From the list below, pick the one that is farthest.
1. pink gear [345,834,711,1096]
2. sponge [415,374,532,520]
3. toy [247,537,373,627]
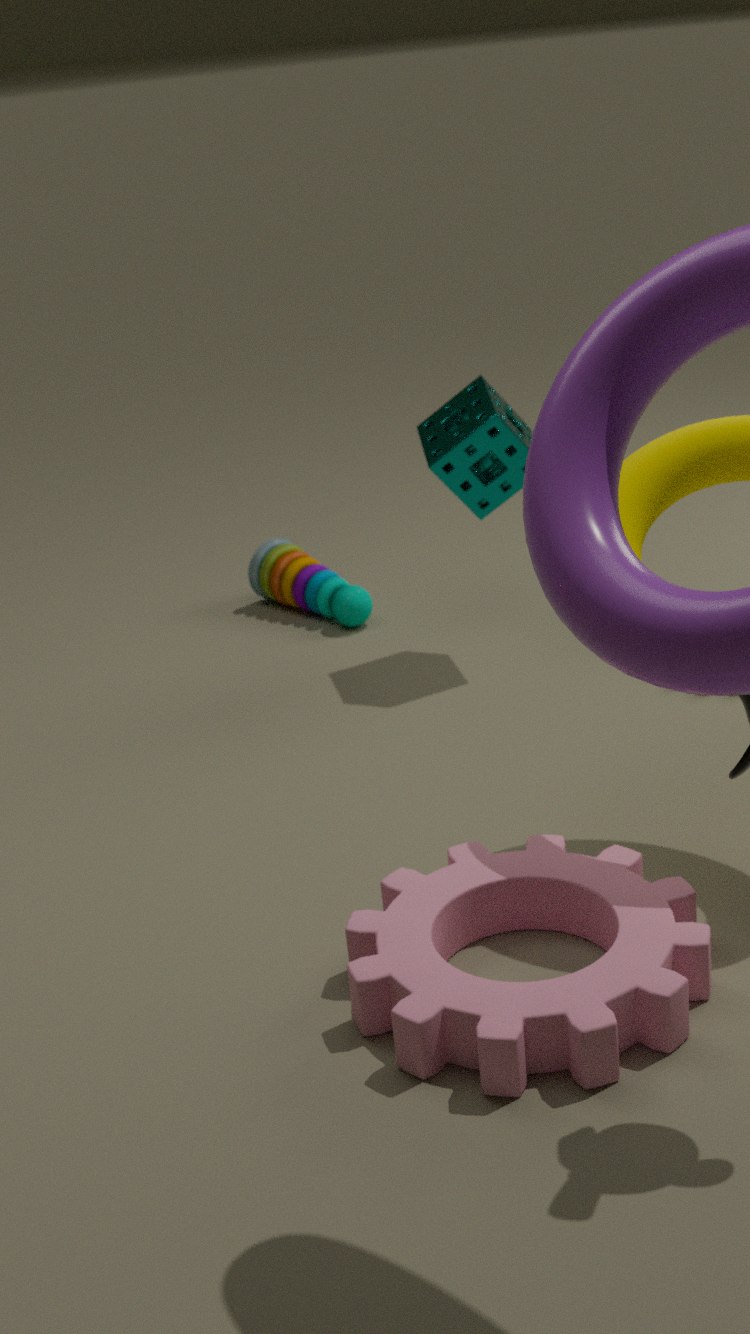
toy [247,537,373,627]
